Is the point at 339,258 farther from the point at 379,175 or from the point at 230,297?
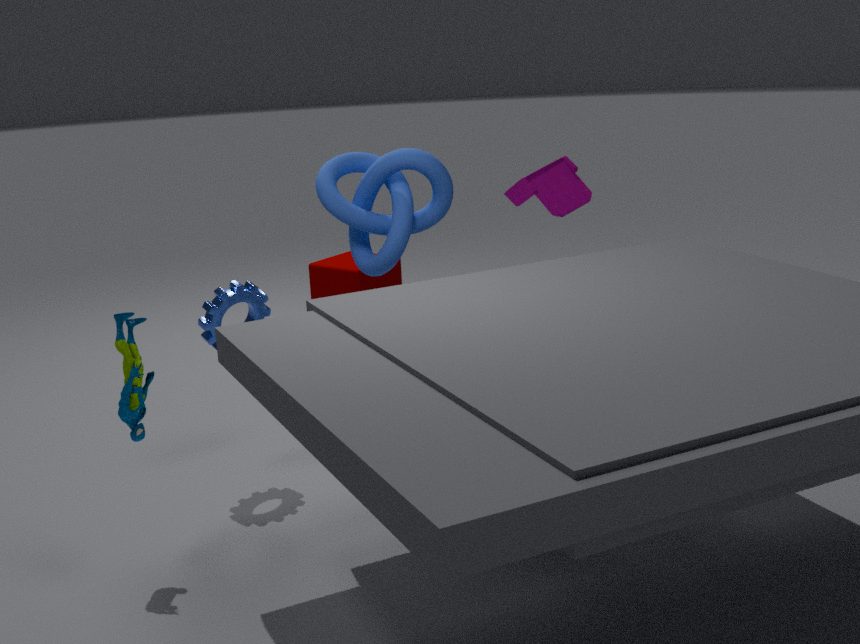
the point at 230,297
